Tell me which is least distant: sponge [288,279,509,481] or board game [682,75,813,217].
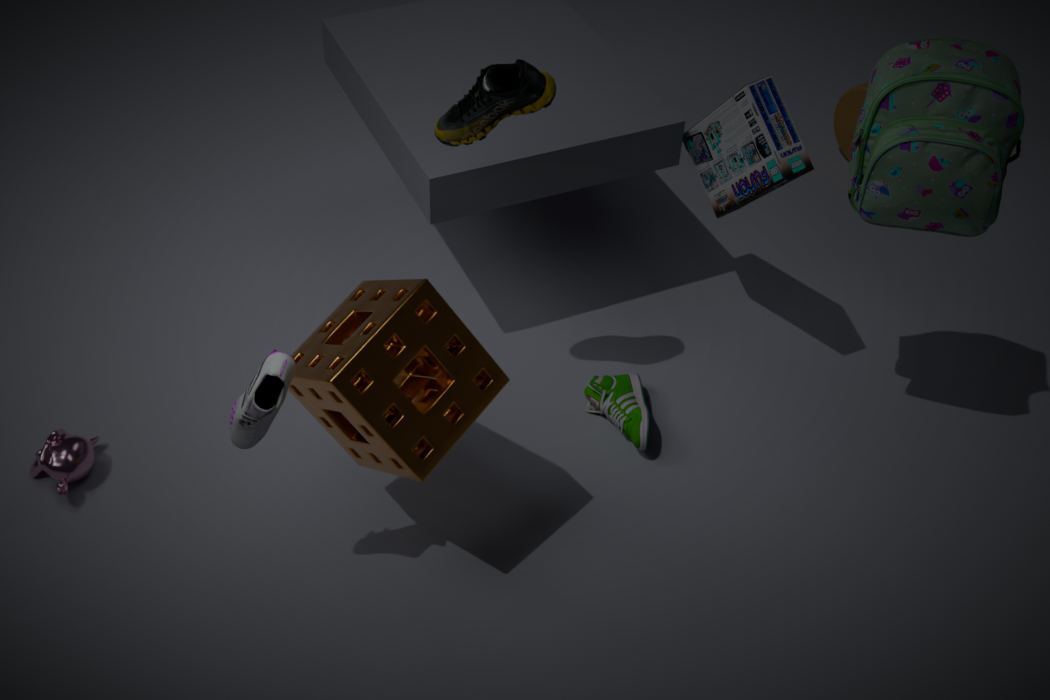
sponge [288,279,509,481]
